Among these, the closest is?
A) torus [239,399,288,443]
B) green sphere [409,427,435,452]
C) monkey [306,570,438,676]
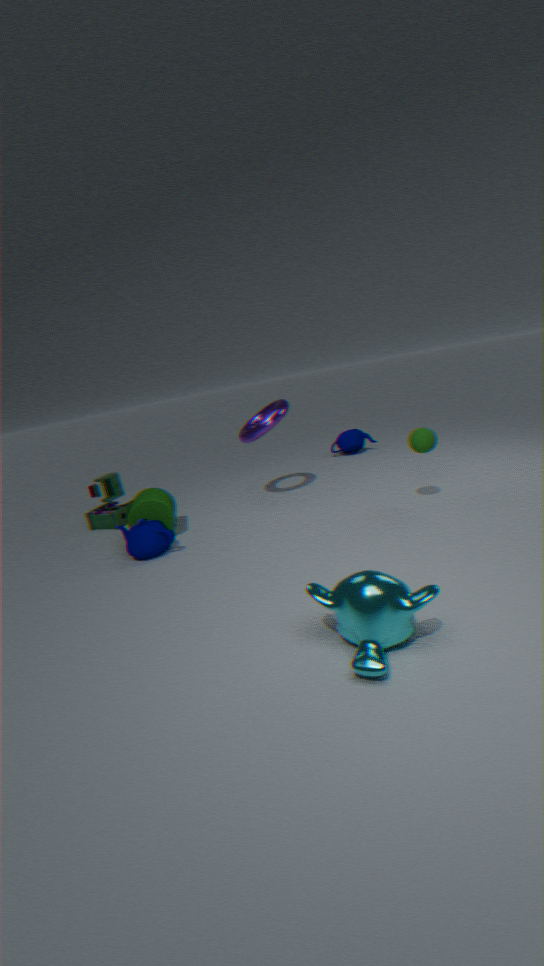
monkey [306,570,438,676]
